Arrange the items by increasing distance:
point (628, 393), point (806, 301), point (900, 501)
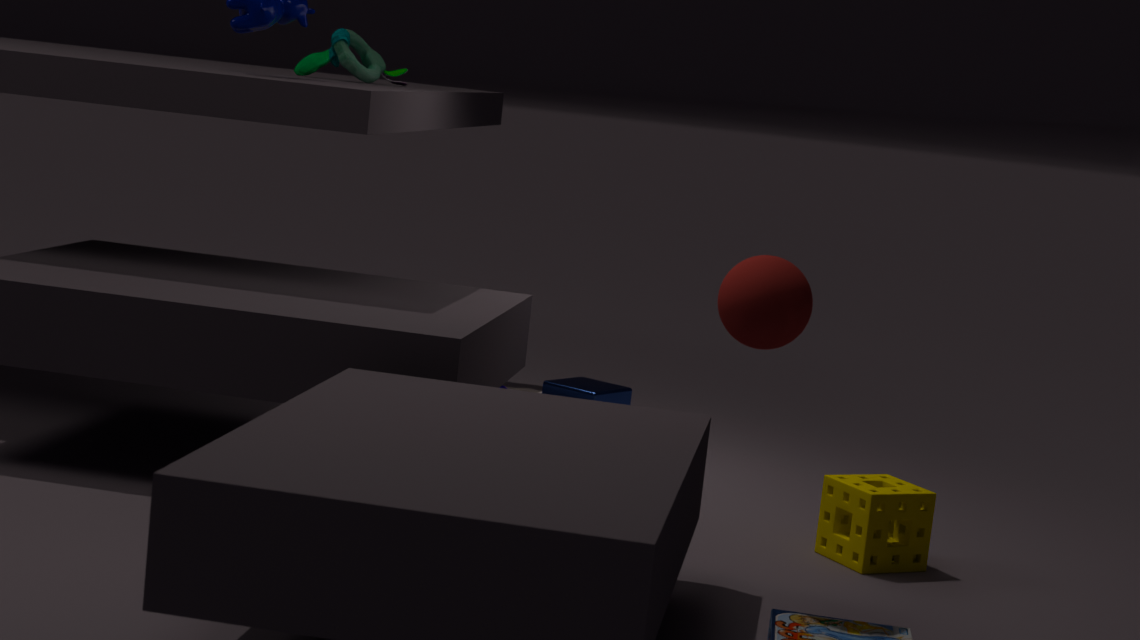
point (806, 301), point (900, 501), point (628, 393)
